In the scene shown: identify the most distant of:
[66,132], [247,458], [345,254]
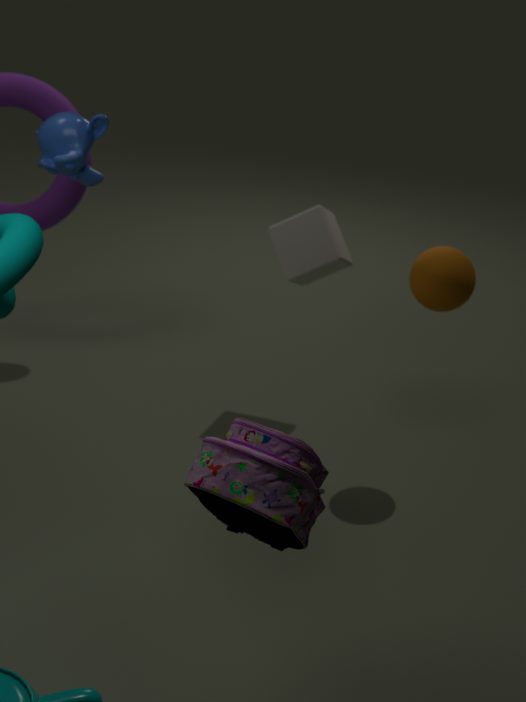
[345,254]
